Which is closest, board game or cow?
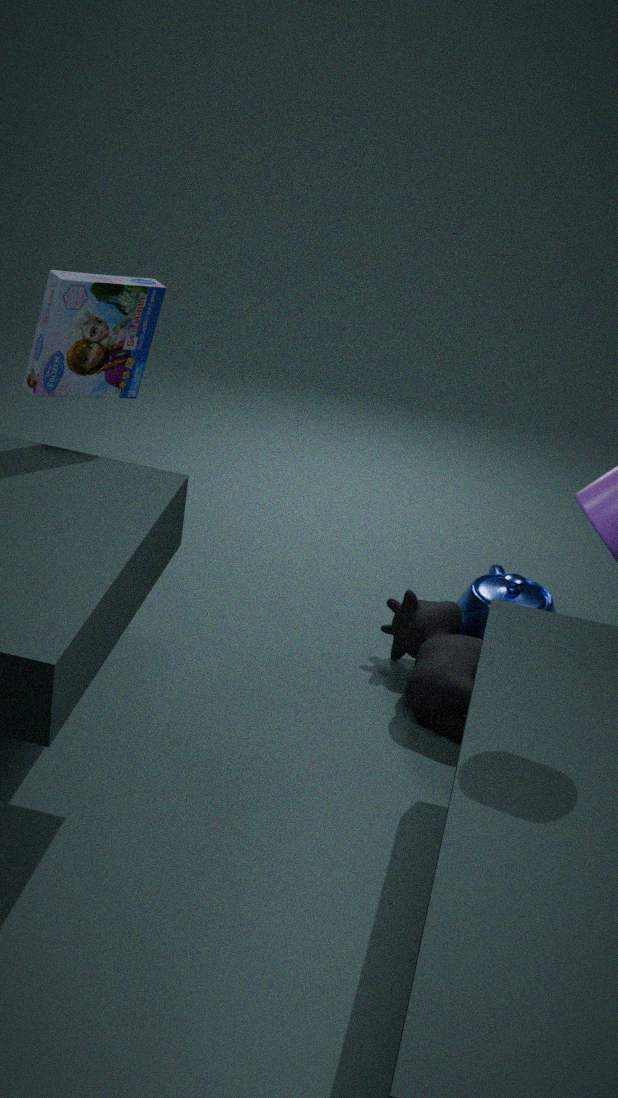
board game
